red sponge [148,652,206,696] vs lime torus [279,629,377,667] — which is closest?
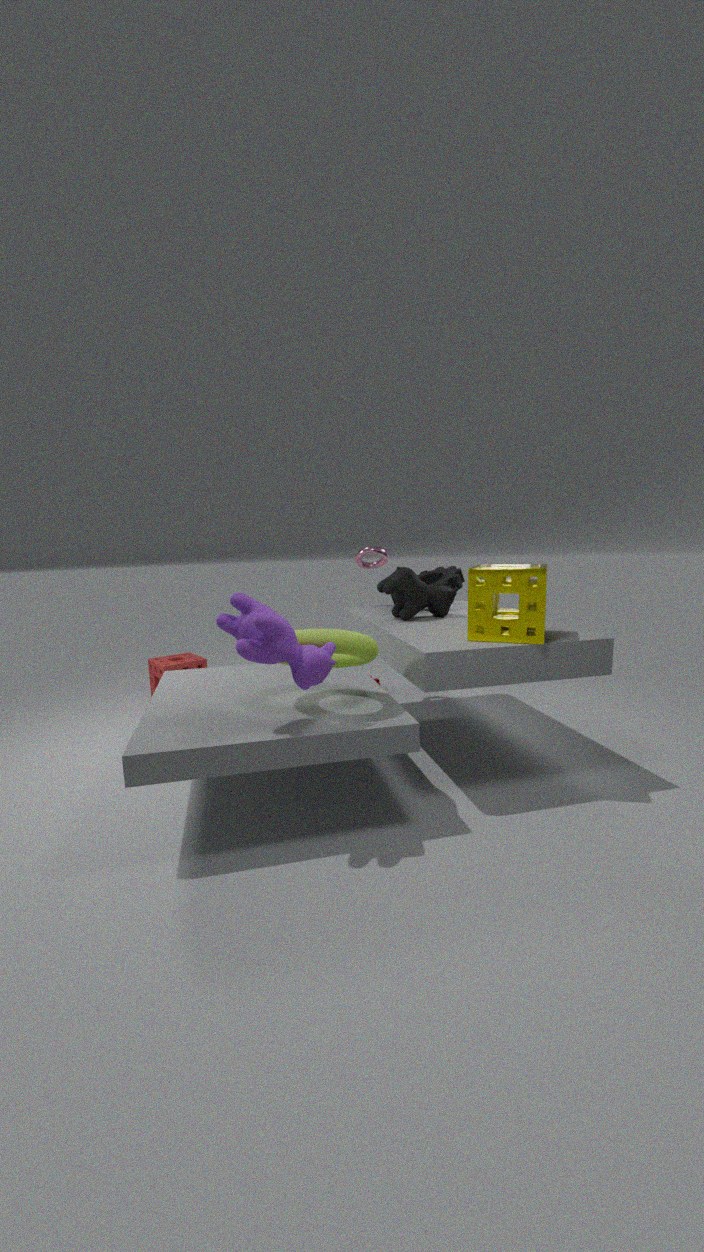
lime torus [279,629,377,667]
